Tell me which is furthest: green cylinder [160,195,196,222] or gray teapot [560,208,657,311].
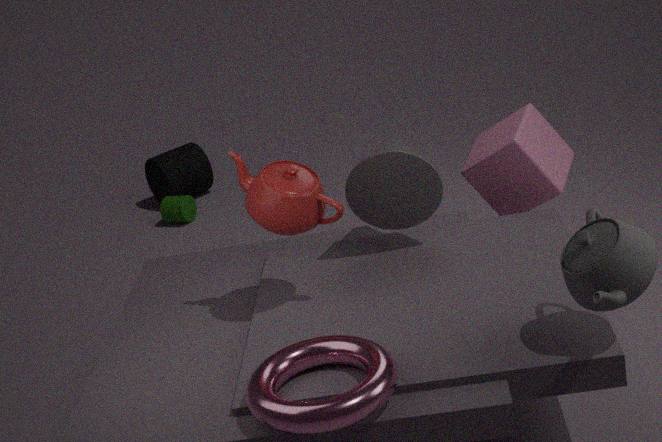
green cylinder [160,195,196,222]
